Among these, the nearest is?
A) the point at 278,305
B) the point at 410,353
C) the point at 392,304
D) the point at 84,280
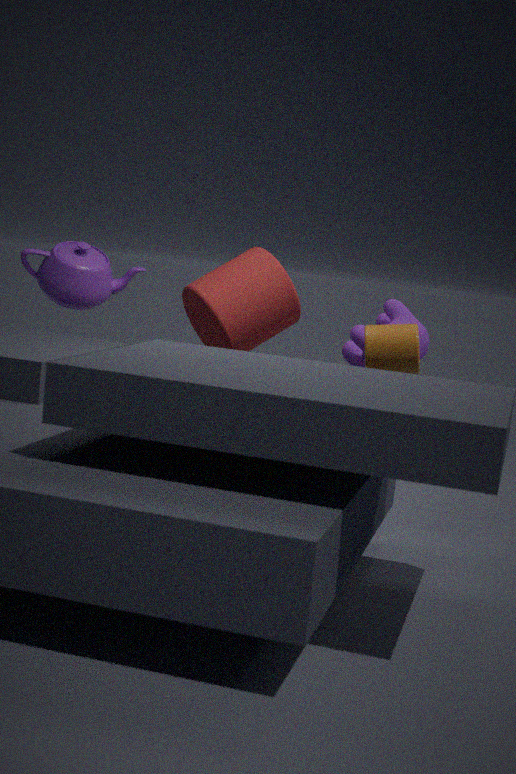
the point at 410,353
